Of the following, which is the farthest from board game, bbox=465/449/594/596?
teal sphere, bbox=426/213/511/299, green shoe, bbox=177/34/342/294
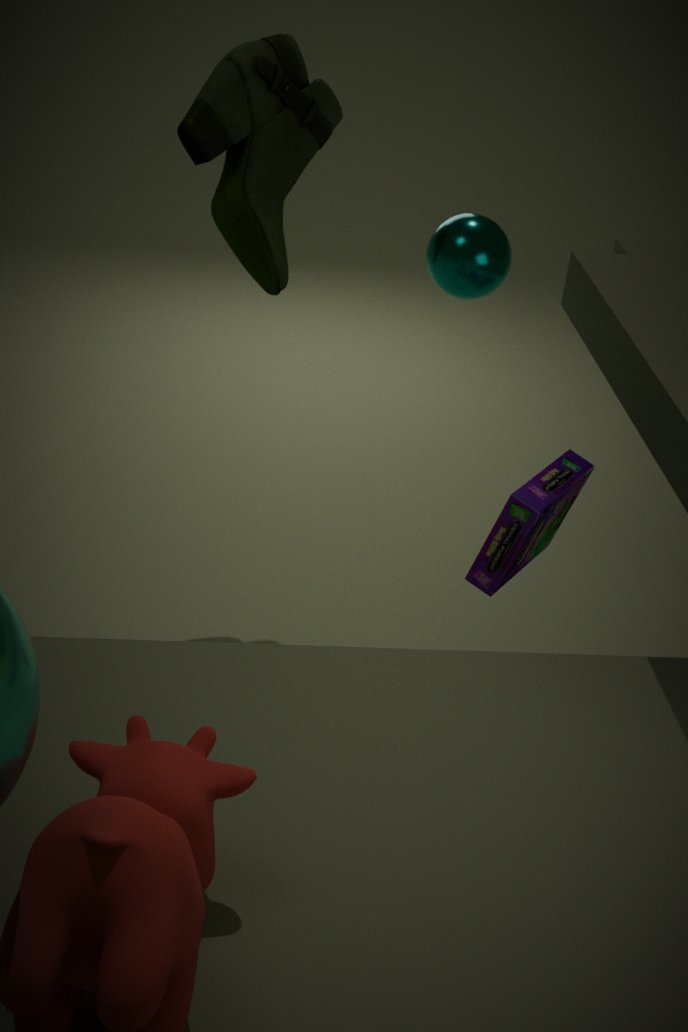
green shoe, bbox=177/34/342/294
